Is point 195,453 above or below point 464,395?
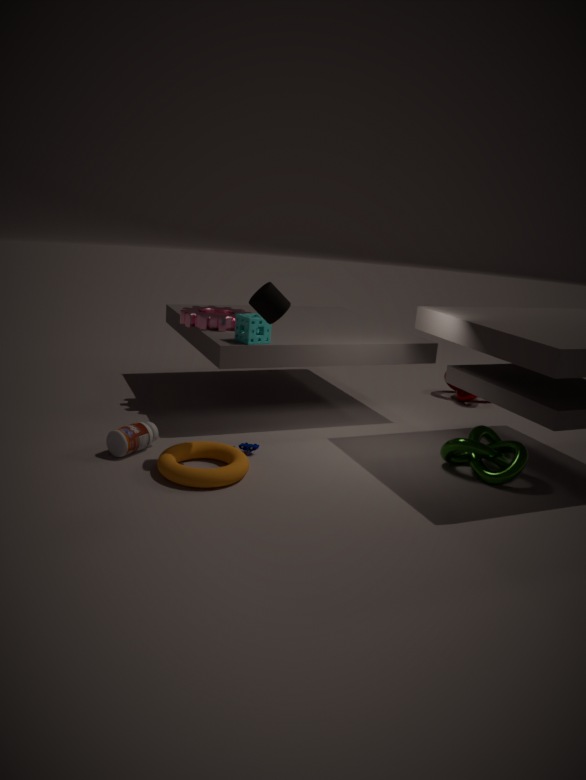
below
